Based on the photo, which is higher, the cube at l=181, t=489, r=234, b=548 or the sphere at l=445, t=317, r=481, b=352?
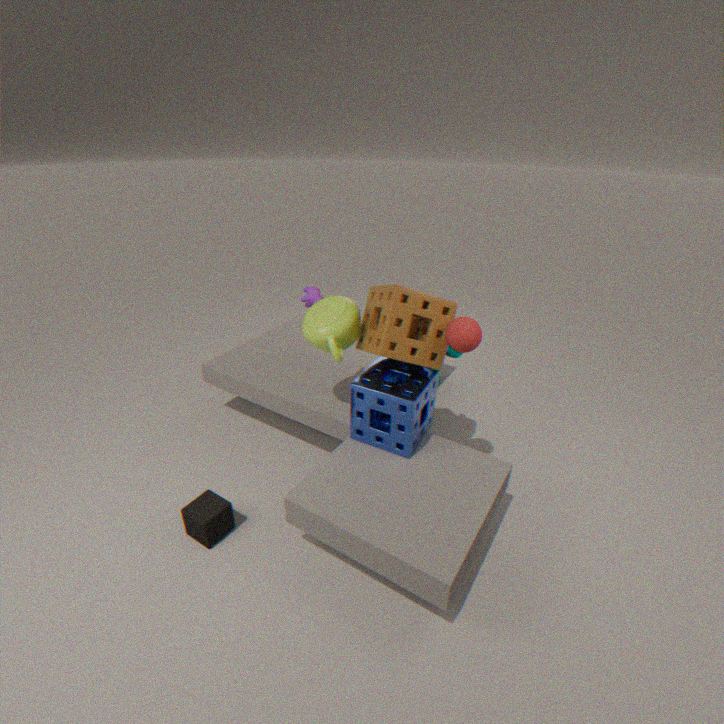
the sphere at l=445, t=317, r=481, b=352
